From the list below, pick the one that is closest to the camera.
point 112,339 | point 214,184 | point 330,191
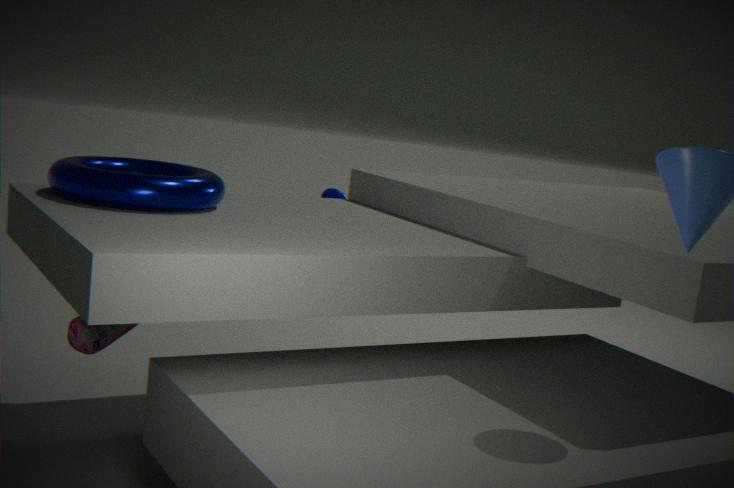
point 214,184
